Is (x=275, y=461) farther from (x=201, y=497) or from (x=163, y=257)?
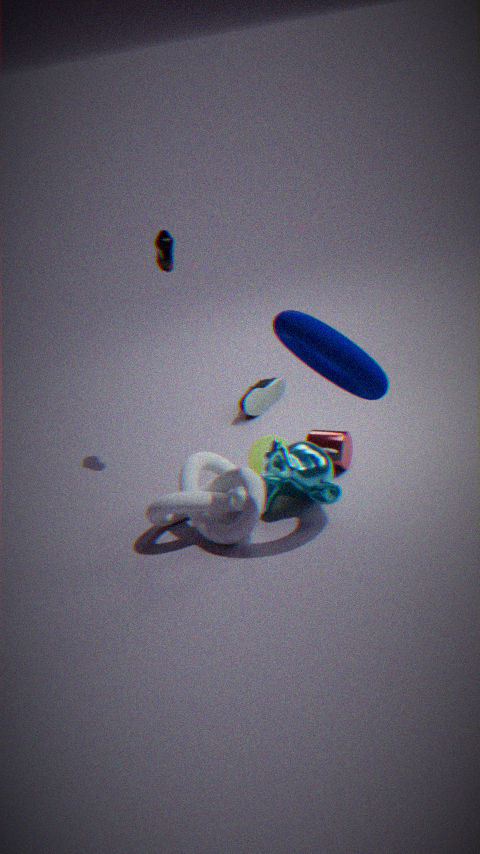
(x=163, y=257)
